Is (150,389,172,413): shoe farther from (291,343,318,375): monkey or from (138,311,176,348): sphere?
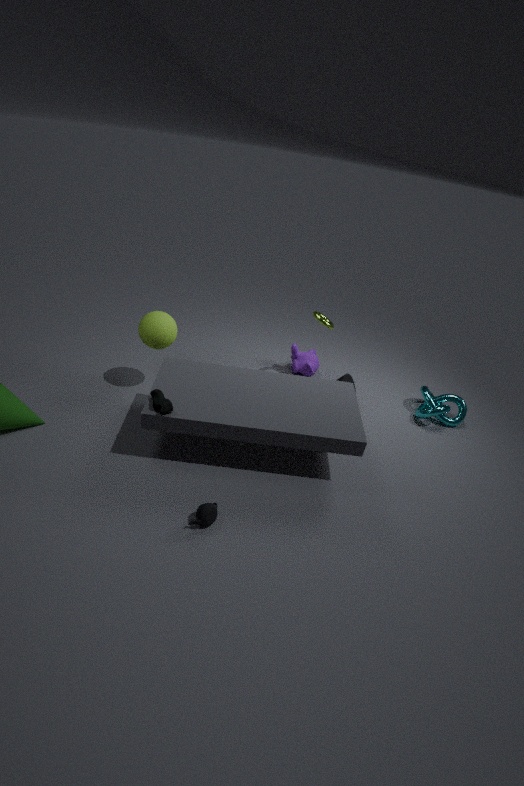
(291,343,318,375): monkey
